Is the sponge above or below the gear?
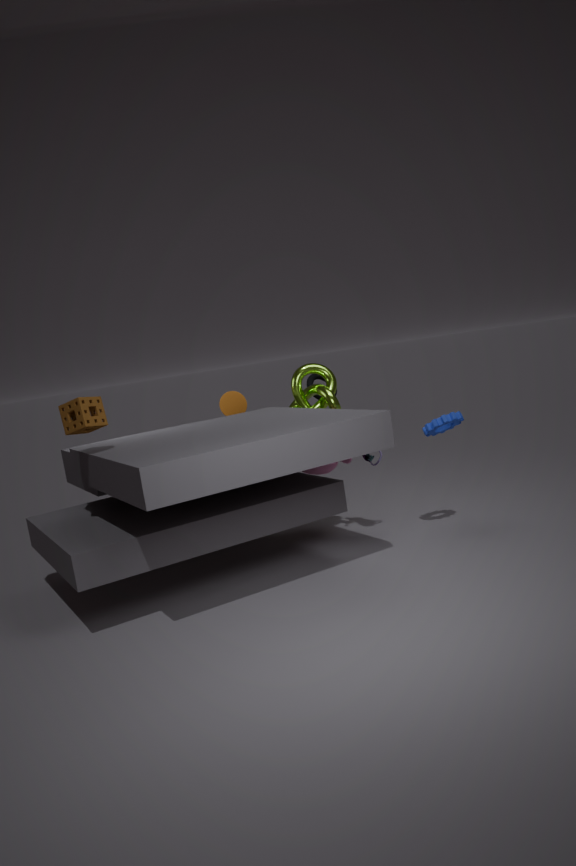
above
